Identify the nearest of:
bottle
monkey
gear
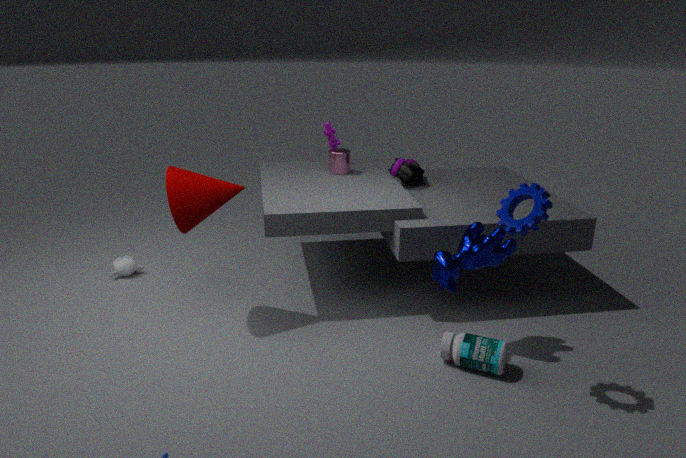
gear
